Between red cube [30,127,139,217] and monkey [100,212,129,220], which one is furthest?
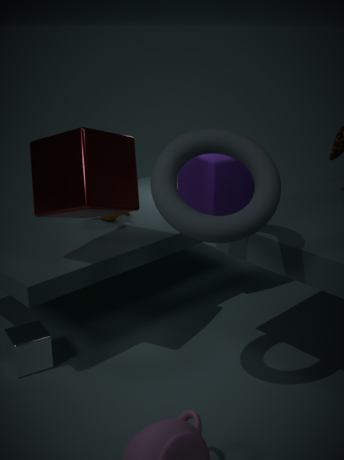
monkey [100,212,129,220]
